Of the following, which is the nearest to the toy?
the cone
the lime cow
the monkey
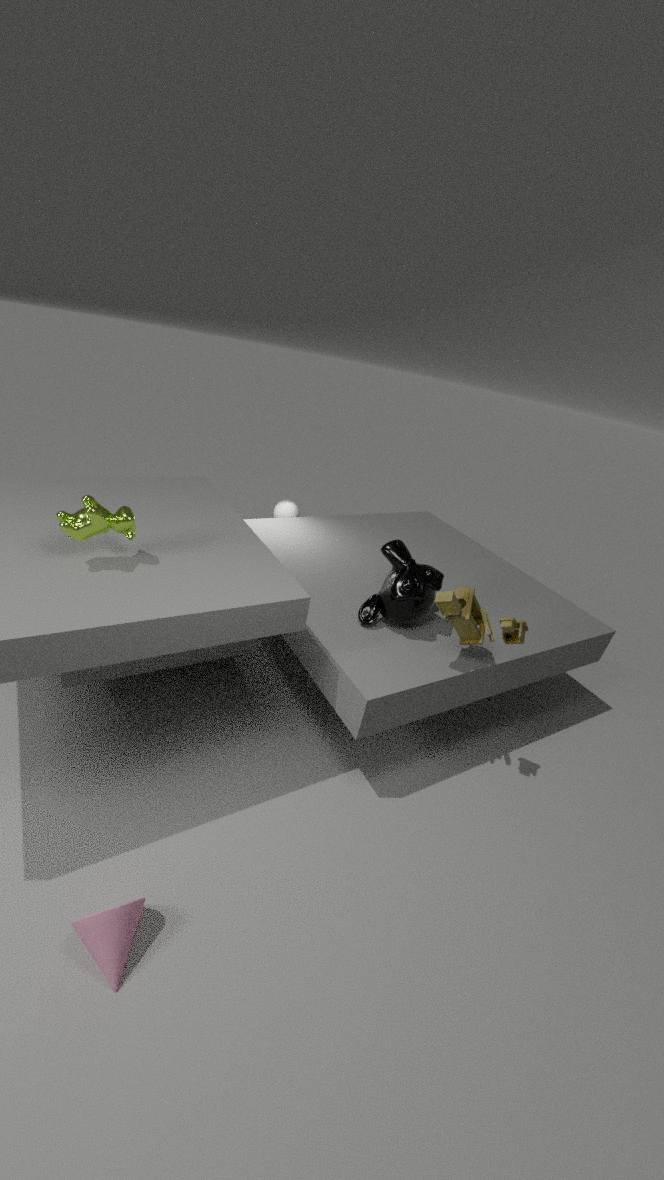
the monkey
